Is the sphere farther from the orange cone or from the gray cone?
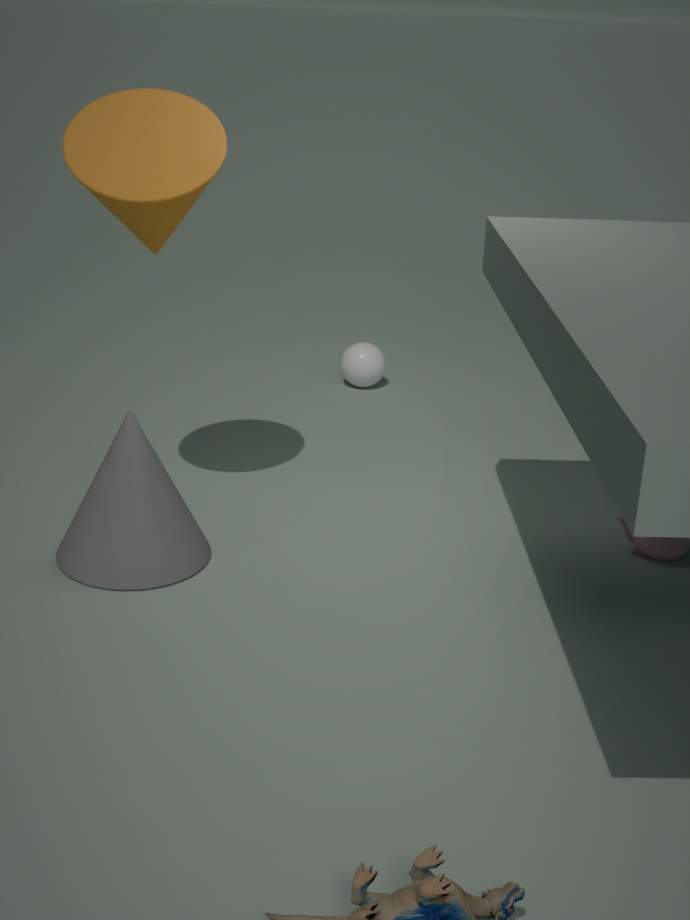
Result: the gray cone
